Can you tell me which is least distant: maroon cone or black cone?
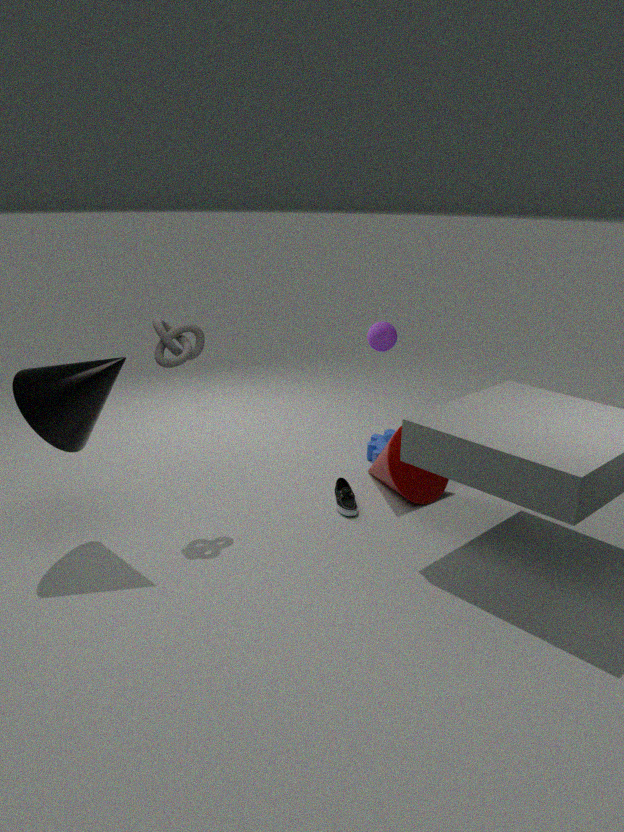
black cone
